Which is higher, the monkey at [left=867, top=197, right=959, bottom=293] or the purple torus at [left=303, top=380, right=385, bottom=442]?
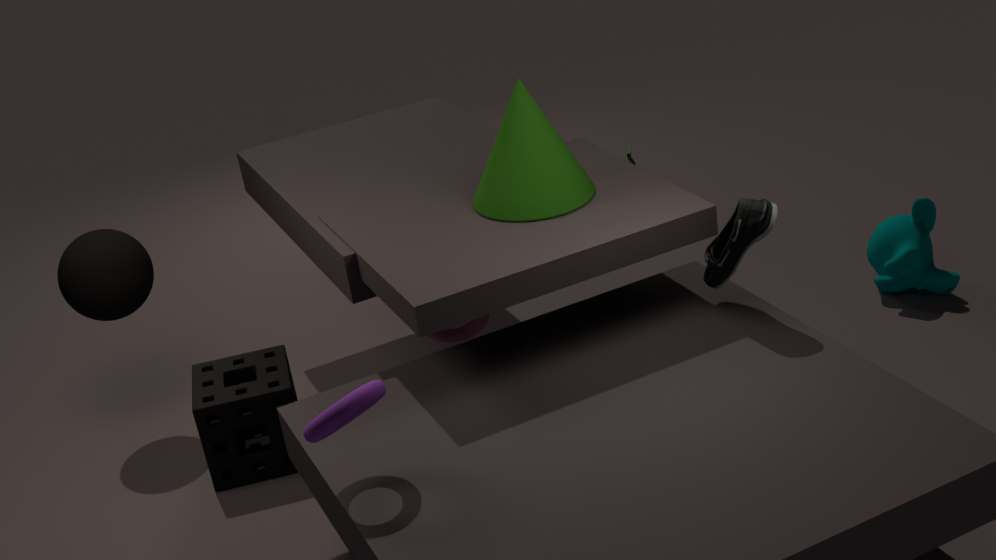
the purple torus at [left=303, top=380, right=385, bottom=442]
